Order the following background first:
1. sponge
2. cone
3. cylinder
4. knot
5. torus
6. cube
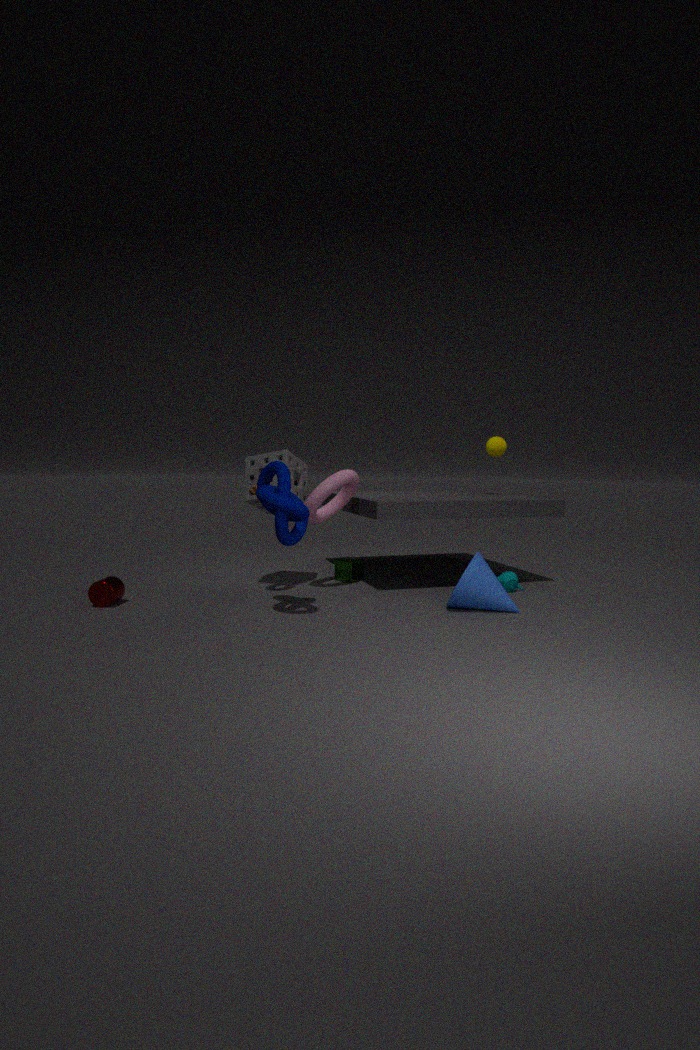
cube < sponge < torus < cylinder < cone < knot
